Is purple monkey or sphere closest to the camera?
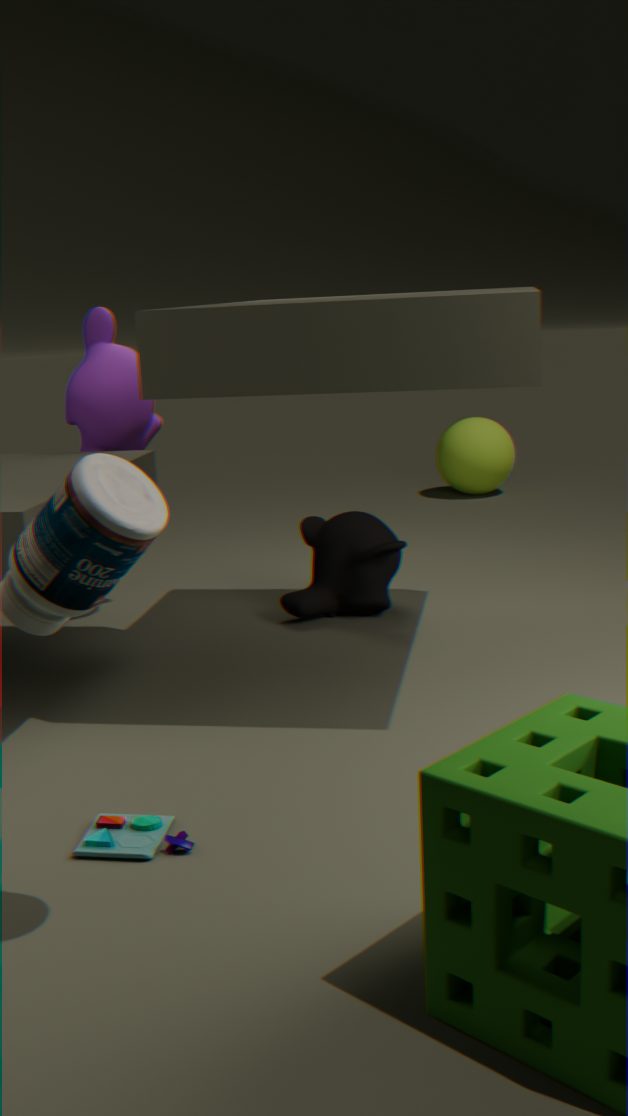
purple monkey
